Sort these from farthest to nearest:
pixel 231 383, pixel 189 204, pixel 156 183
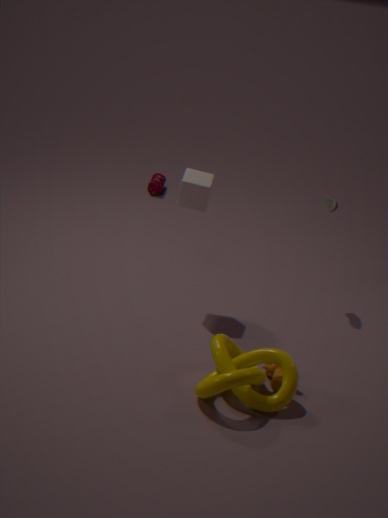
1. pixel 156 183
2. pixel 189 204
3. pixel 231 383
